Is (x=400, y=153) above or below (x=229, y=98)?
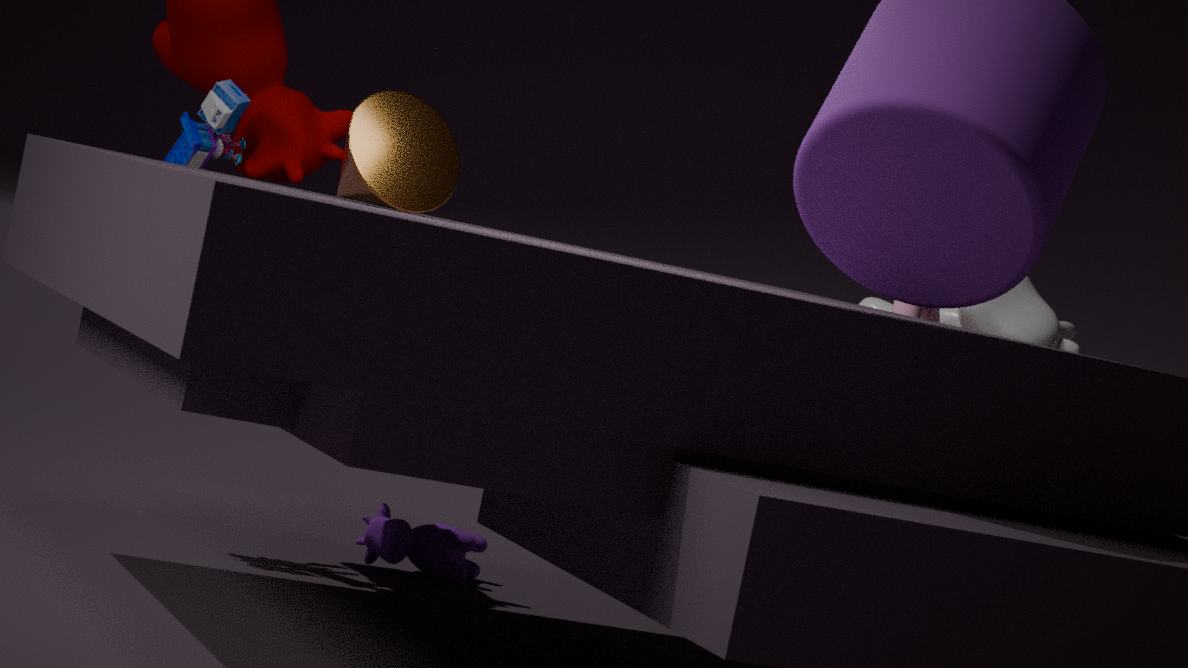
above
